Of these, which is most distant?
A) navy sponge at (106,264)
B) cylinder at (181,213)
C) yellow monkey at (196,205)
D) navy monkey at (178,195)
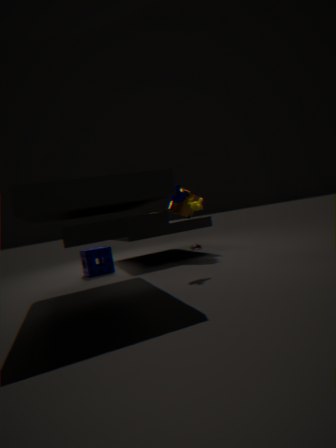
cylinder at (181,213)
